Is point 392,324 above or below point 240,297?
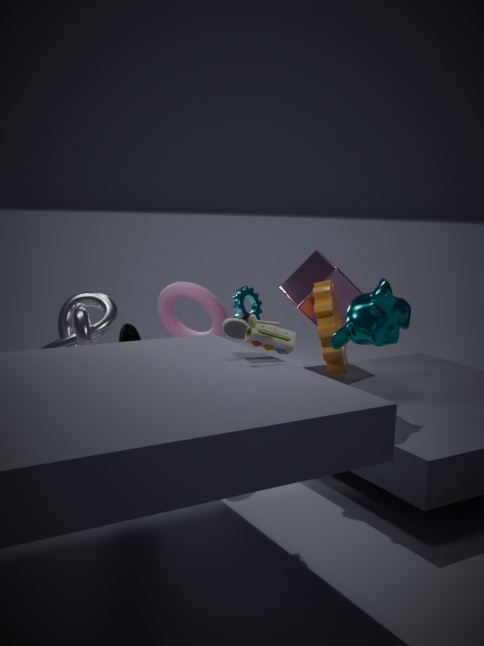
above
